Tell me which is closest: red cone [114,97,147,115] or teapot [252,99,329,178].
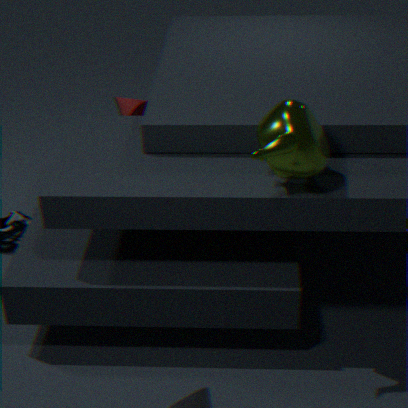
teapot [252,99,329,178]
